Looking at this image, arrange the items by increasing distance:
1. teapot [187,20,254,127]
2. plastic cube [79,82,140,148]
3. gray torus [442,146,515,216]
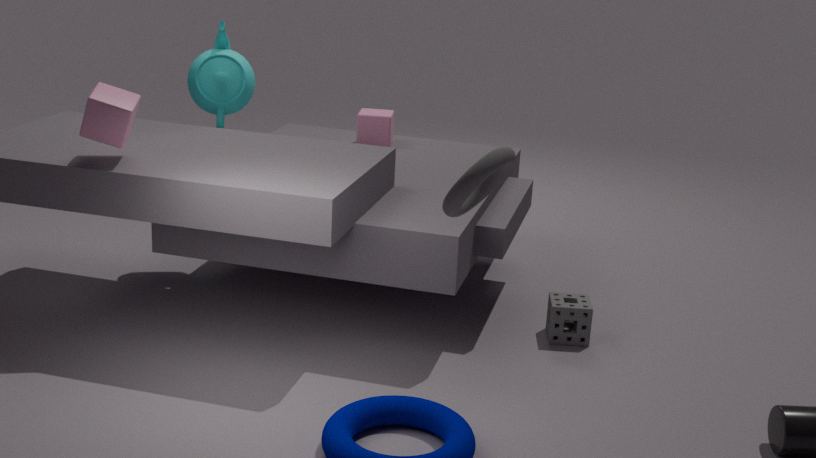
gray torus [442,146,515,216] → plastic cube [79,82,140,148] → teapot [187,20,254,127]
